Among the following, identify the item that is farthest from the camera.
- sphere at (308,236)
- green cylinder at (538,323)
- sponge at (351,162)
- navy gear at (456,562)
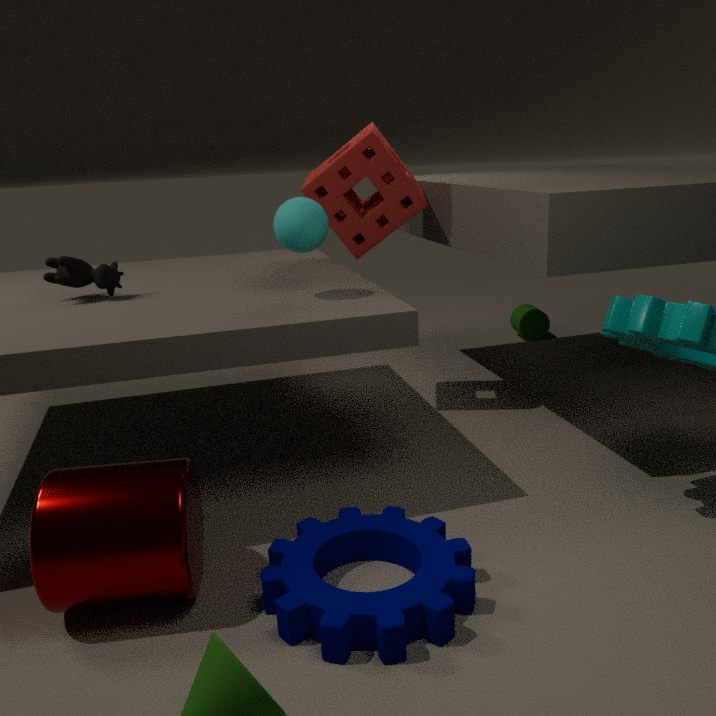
green cylinder at (538,323)
